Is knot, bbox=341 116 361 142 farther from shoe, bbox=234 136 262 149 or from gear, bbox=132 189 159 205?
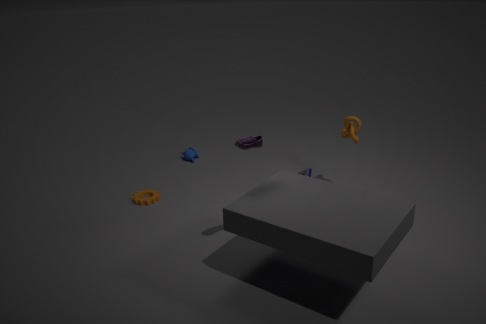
gear, bbox=132 189 159 205
